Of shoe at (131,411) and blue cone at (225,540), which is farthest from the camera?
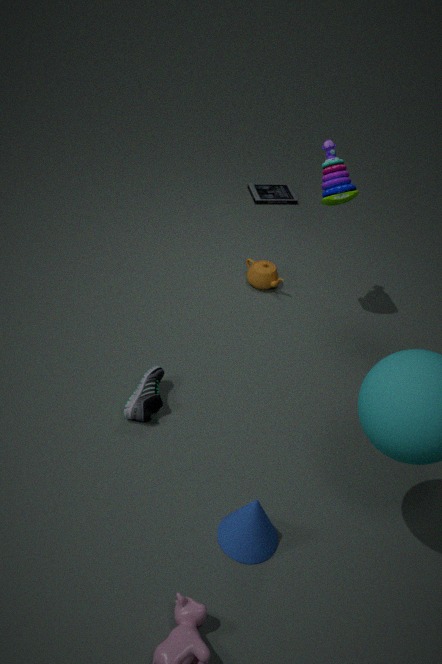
shoe at (131,411)
